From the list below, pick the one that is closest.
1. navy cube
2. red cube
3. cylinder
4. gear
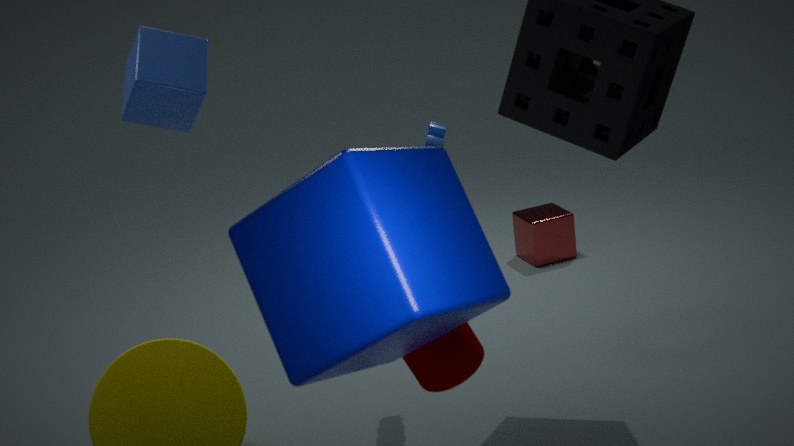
navy cube
